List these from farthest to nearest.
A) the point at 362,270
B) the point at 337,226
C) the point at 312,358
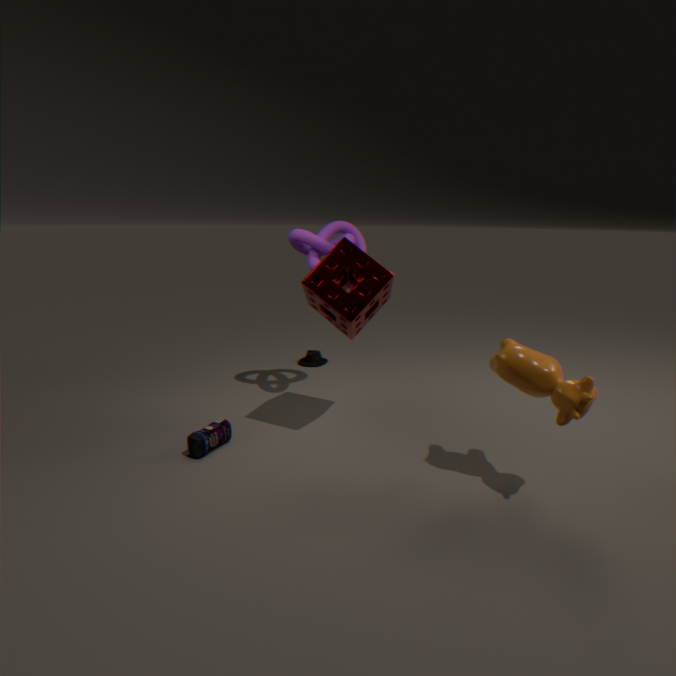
the point at 312,358 < the point at 337,226 < the point at 362,270
